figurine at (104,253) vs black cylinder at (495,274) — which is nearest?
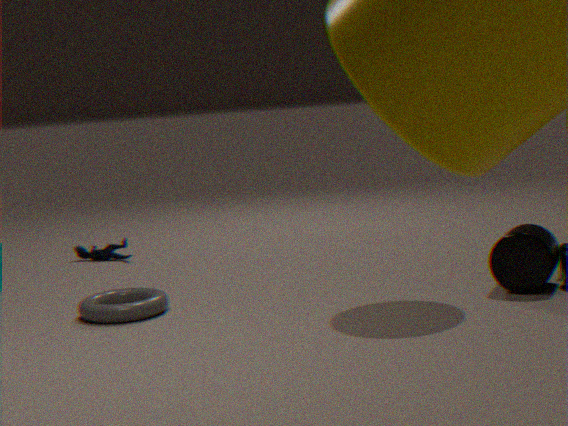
black cylinder at (495,274)
